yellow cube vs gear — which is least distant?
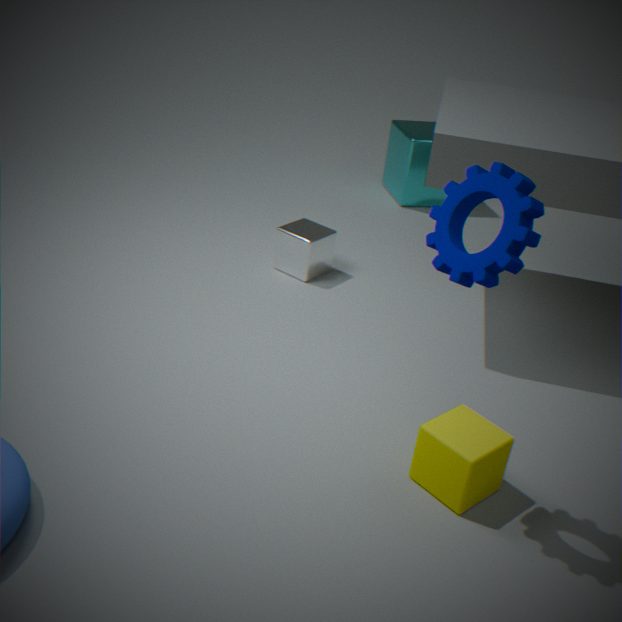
gear
